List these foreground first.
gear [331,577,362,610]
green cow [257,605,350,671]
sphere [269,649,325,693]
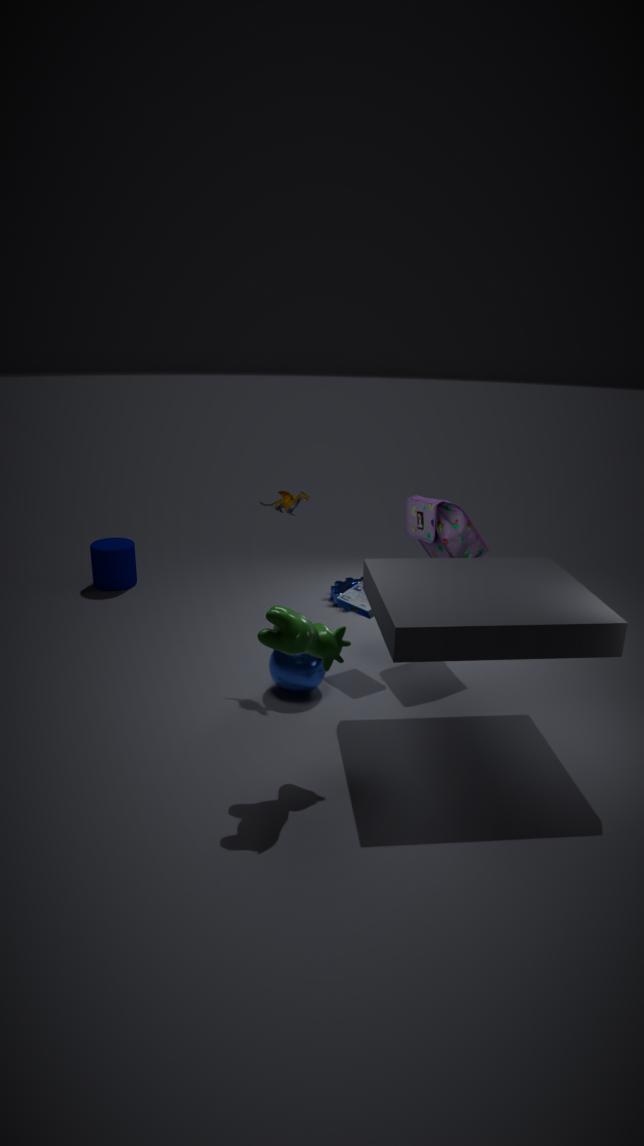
green cow [257,605,350,671], sphere [269,649,325,693], gear [331,577,362,610]
